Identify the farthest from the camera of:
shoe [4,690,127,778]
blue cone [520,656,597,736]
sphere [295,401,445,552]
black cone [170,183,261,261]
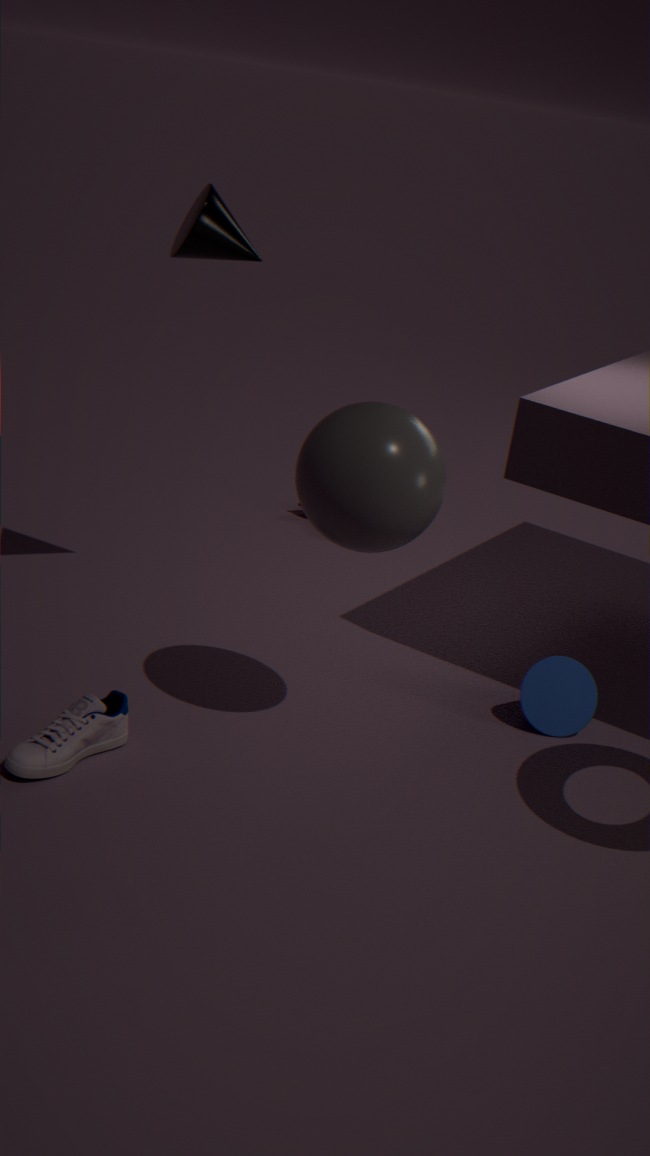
blue cone [520,656,597,736]
